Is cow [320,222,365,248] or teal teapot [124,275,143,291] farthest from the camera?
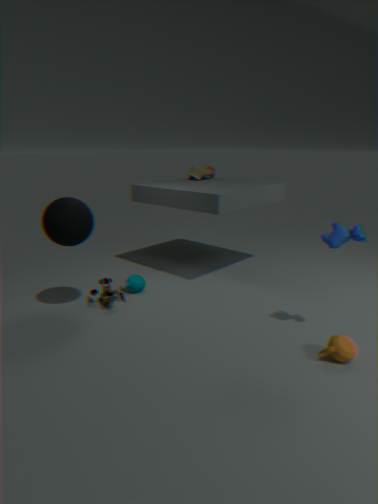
teal teapot [124,275,143,291]
